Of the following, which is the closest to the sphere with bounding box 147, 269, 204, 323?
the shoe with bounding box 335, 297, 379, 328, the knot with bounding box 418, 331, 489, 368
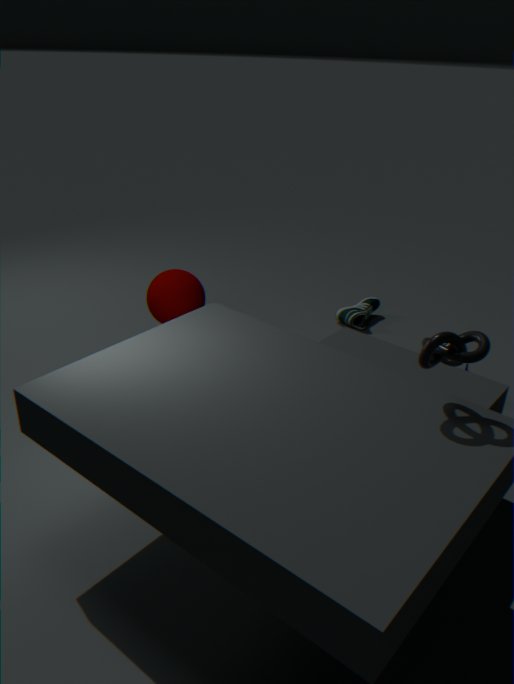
the shoe with bounding box 335, 297, 379, 328
